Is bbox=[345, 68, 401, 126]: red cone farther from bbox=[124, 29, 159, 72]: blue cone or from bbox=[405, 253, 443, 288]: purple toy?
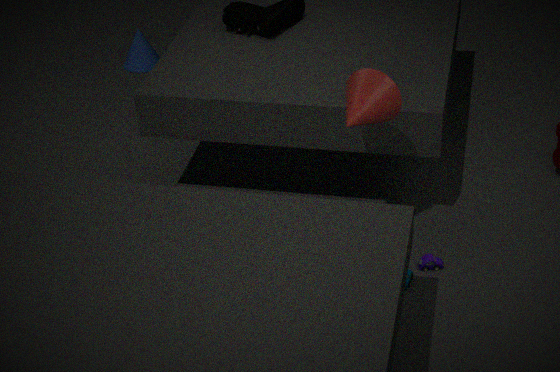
bbox=[124, 29, 159, 72]: blue cone
